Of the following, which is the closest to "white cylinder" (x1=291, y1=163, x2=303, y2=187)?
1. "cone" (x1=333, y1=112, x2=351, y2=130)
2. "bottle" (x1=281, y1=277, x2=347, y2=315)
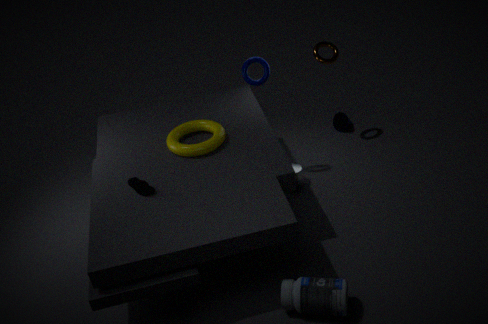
"cone" (x1=333, y1=112, x2=351, y2=130)
